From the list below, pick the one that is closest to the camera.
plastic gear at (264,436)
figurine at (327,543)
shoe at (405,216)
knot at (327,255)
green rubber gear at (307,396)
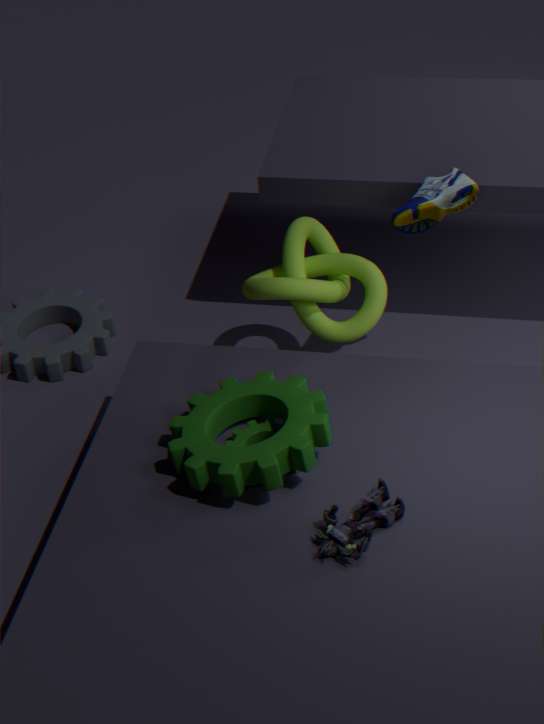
figurine at (327,543)
